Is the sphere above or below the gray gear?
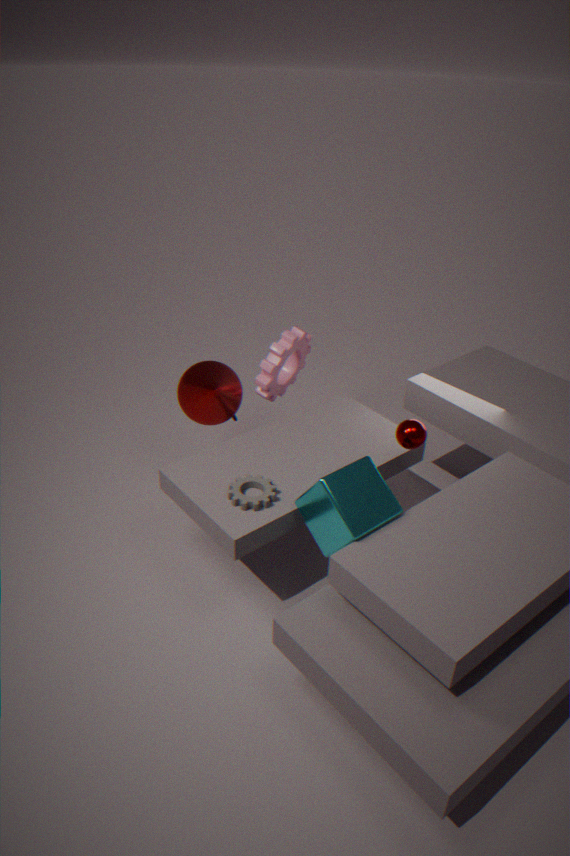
above
